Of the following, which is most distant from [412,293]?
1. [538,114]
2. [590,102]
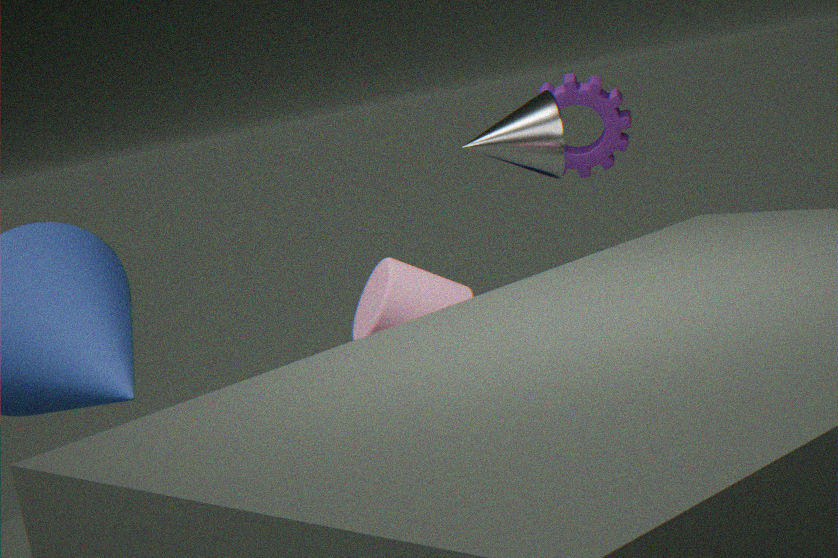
[590,102]
